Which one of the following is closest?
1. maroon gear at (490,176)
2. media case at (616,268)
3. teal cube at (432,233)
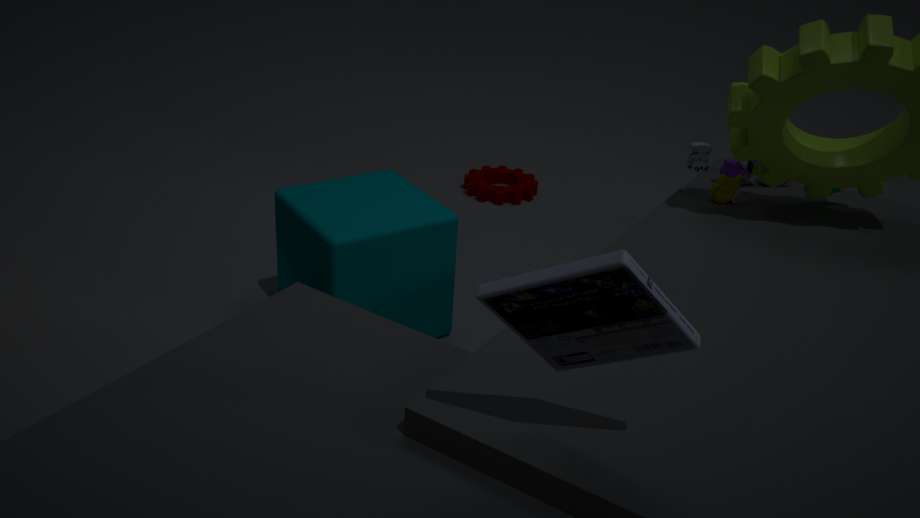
media case at (616,268)
